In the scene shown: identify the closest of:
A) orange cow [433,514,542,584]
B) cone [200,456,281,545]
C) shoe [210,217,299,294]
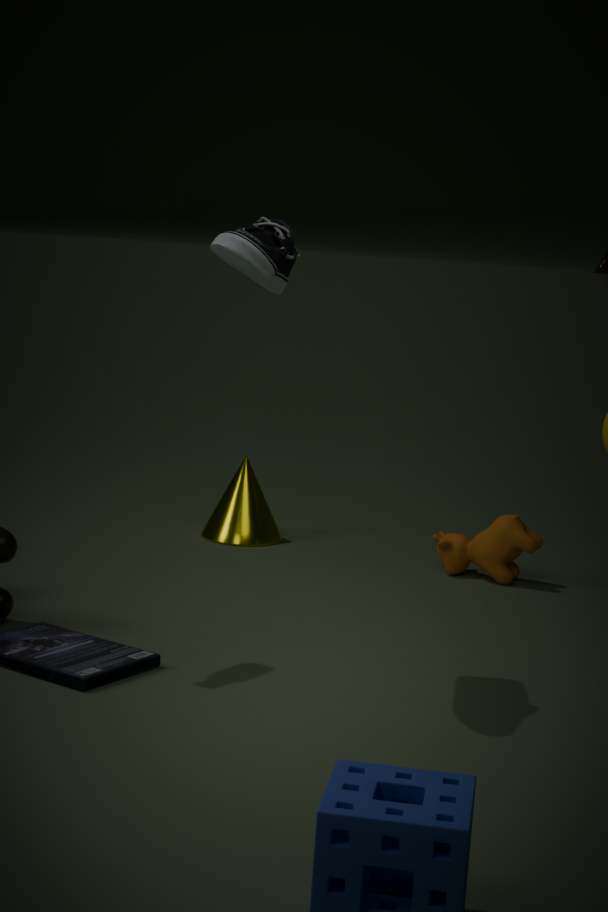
shoe [210,217,299,294]
